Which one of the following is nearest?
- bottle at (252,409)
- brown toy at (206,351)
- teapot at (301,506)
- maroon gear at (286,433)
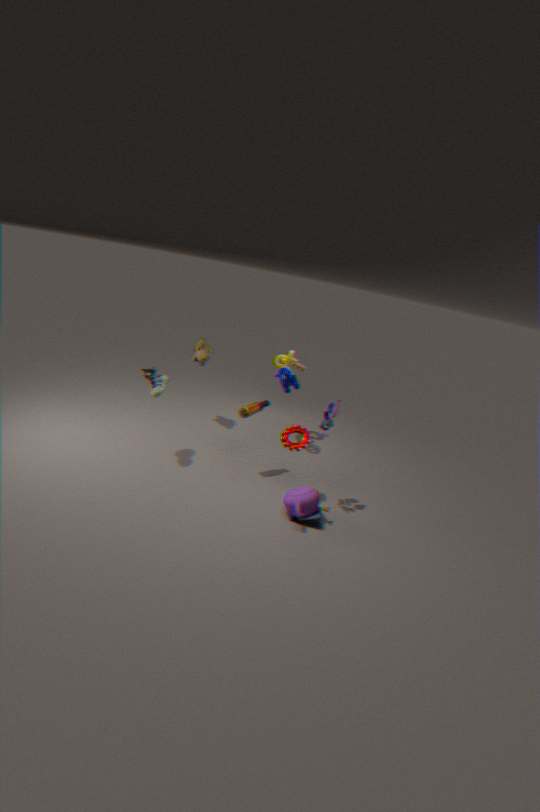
teapot at (301,506)
